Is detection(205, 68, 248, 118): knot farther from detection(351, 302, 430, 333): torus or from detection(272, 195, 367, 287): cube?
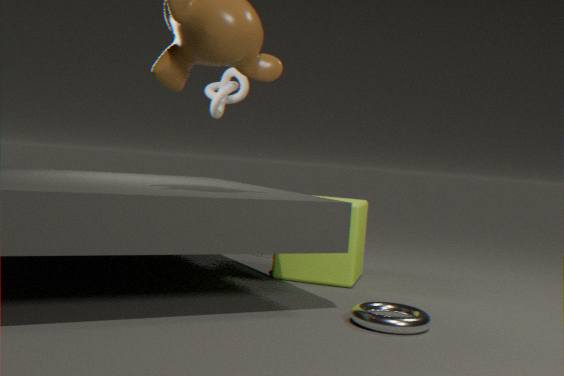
detection(351, 302, 430, 333): torus
